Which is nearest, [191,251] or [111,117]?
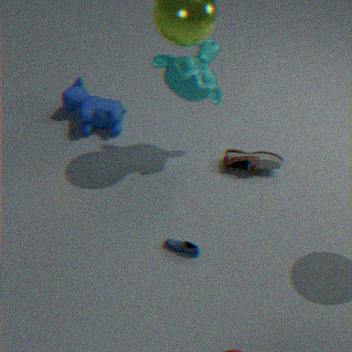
[191,251]
